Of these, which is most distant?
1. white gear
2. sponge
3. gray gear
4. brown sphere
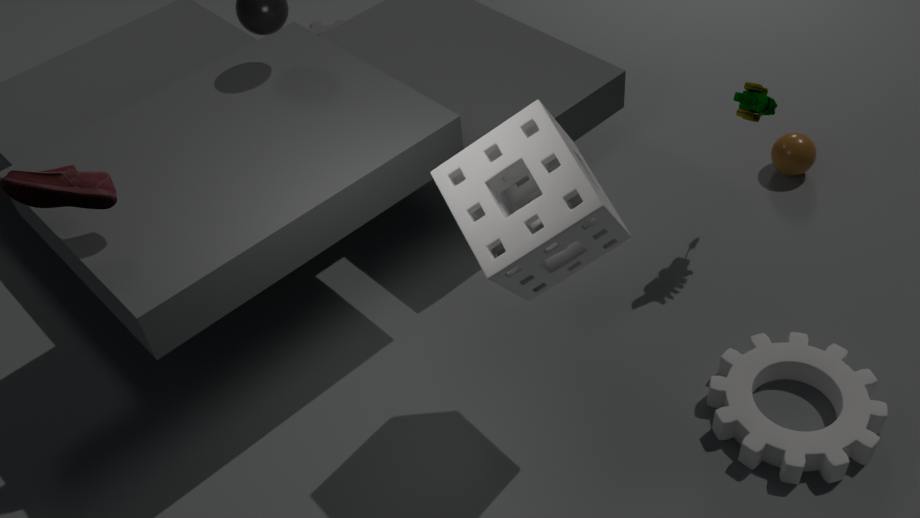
gray gear
